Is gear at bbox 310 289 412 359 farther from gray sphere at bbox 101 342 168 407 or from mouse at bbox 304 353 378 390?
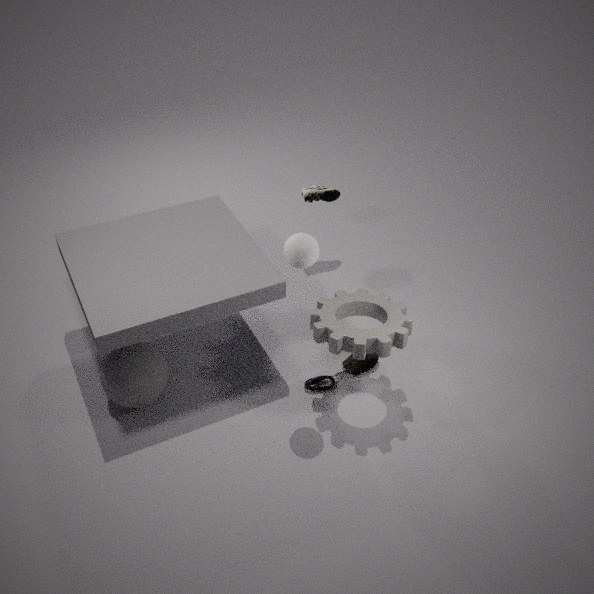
gray sphere at bbox 101 342 168 407
